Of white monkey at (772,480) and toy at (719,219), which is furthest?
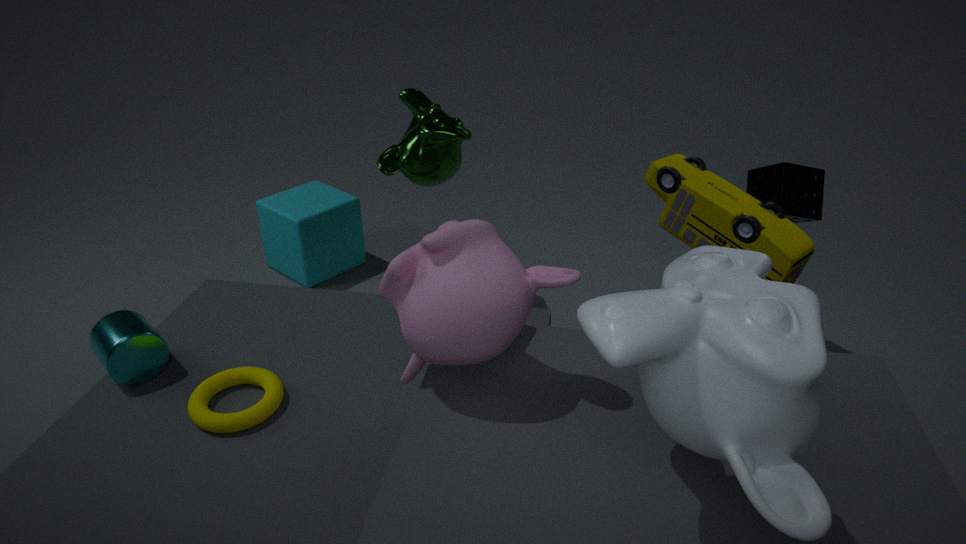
toy at (719,219)
